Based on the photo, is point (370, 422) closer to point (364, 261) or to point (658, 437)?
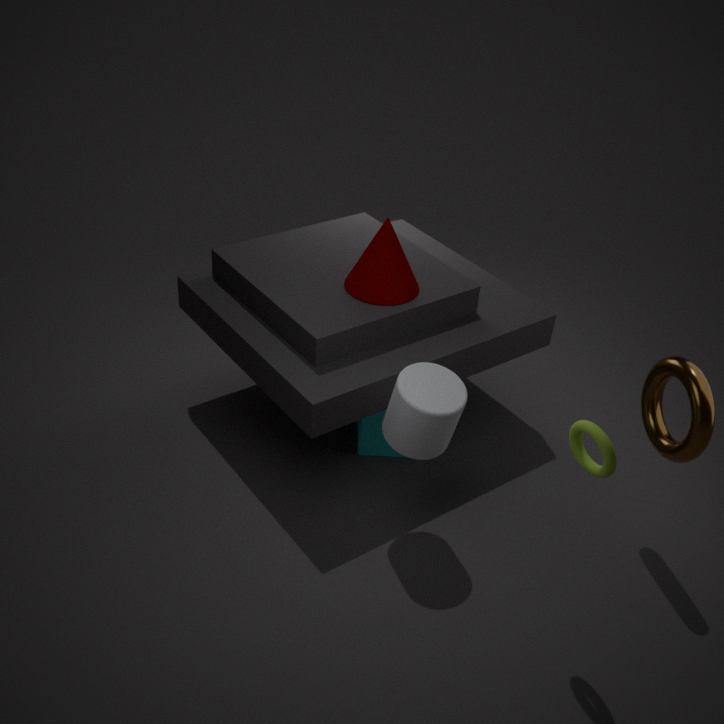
point (364, 261)
